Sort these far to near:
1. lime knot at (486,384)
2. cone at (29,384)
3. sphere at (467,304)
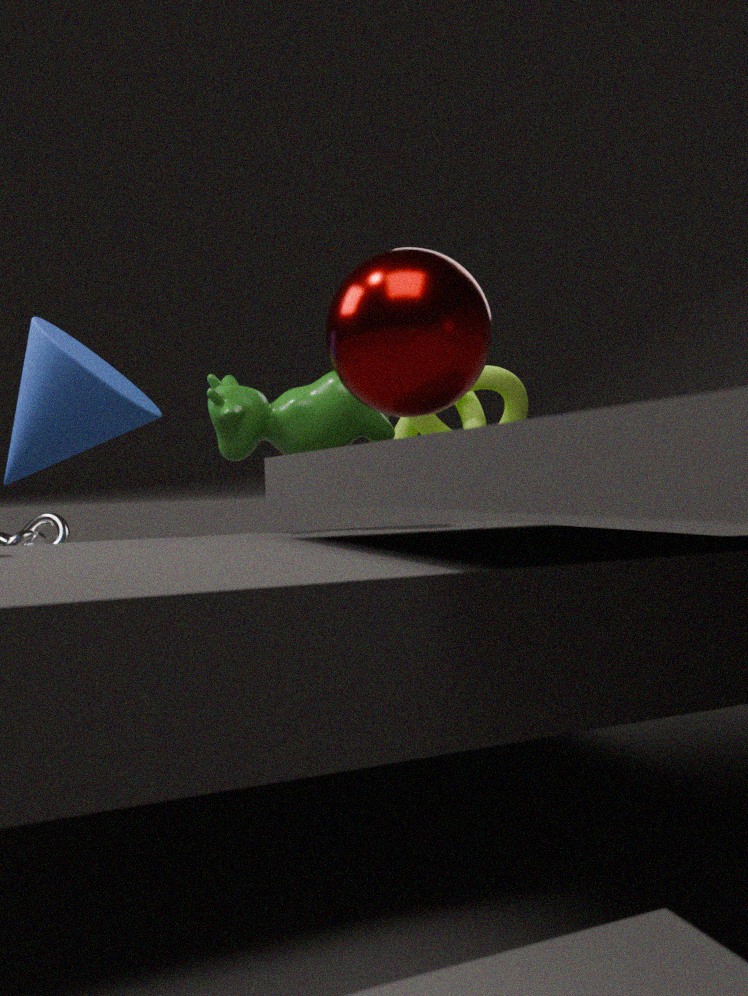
lime knot at (486,384)
cone at (29,384)
sphere at (467,304)
